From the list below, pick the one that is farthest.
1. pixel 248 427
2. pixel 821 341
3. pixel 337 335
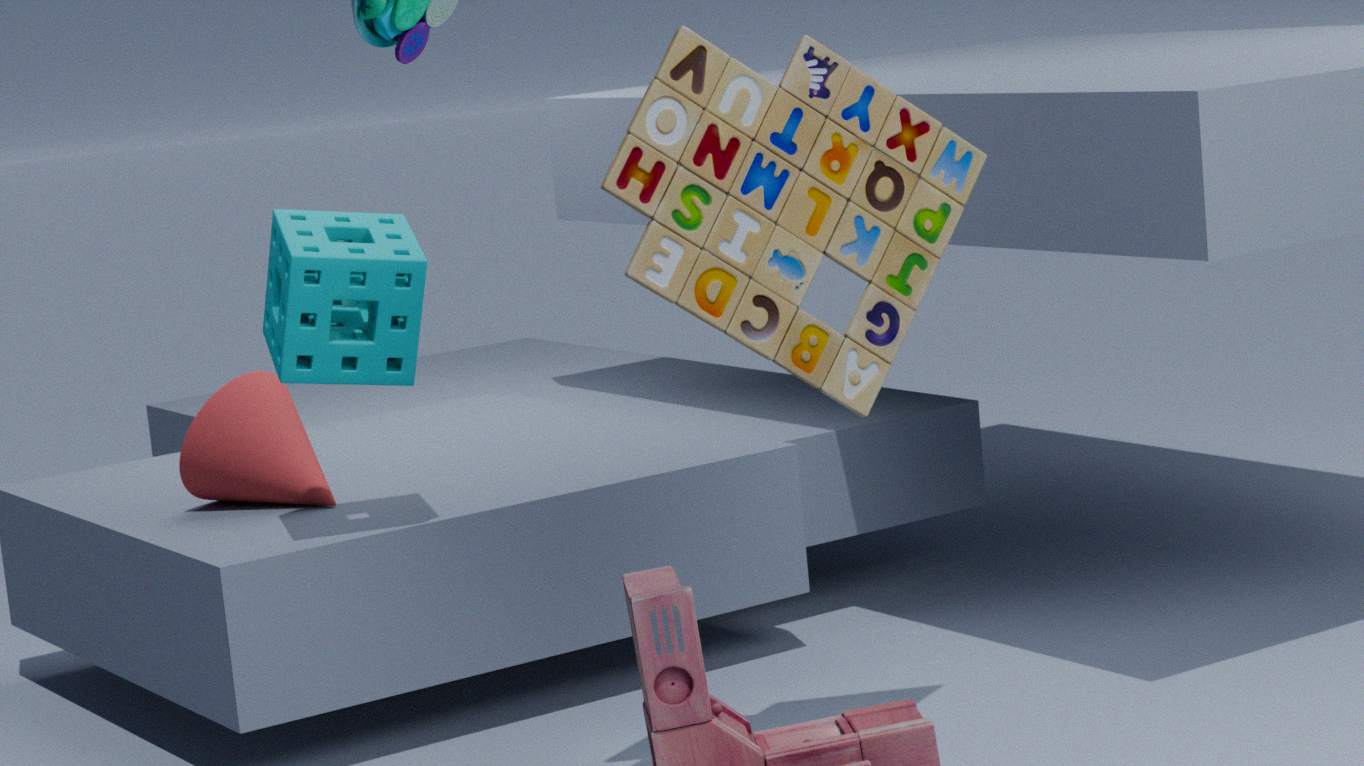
pixel 248 427
